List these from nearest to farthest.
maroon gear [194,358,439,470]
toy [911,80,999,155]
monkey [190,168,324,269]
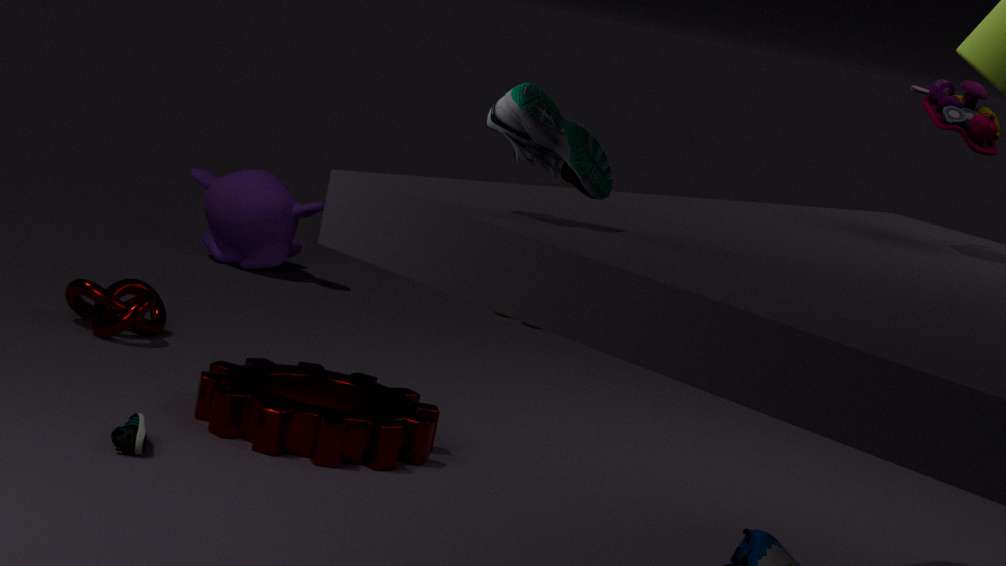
toy [911,80,999,155], maroon gear [194,358,439,470], monkey [190,168,324,269]
